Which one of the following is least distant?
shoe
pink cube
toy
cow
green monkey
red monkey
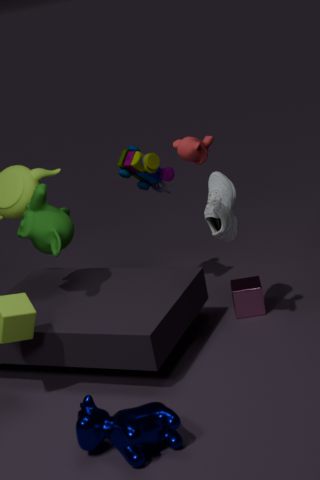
cow
